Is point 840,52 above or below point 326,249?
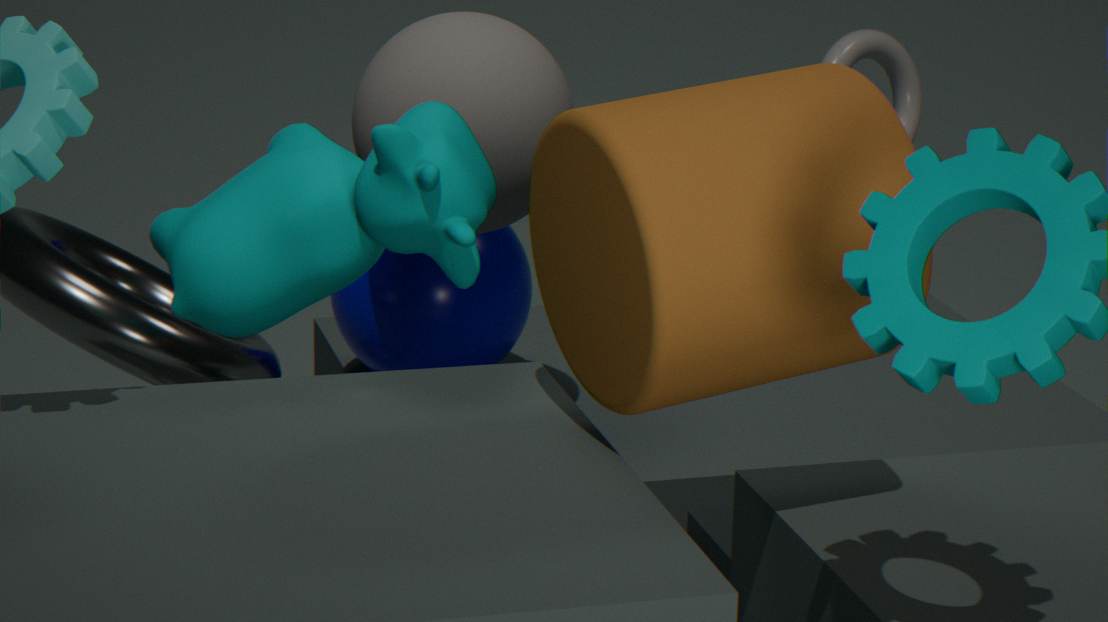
below
